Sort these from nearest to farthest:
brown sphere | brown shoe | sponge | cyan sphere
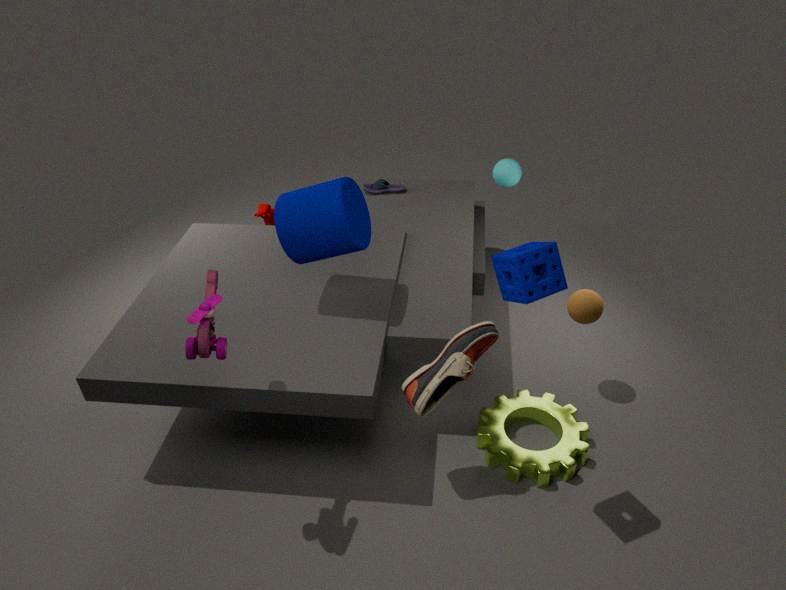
1. sponge
2. brown shoe
3. brown sphere
4. cyan sphere
